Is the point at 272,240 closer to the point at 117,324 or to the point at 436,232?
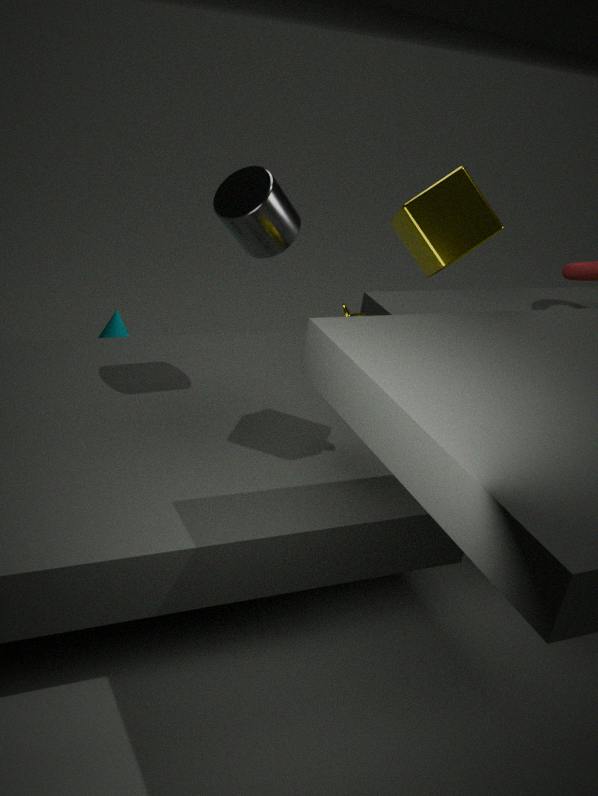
the point at 436,232
